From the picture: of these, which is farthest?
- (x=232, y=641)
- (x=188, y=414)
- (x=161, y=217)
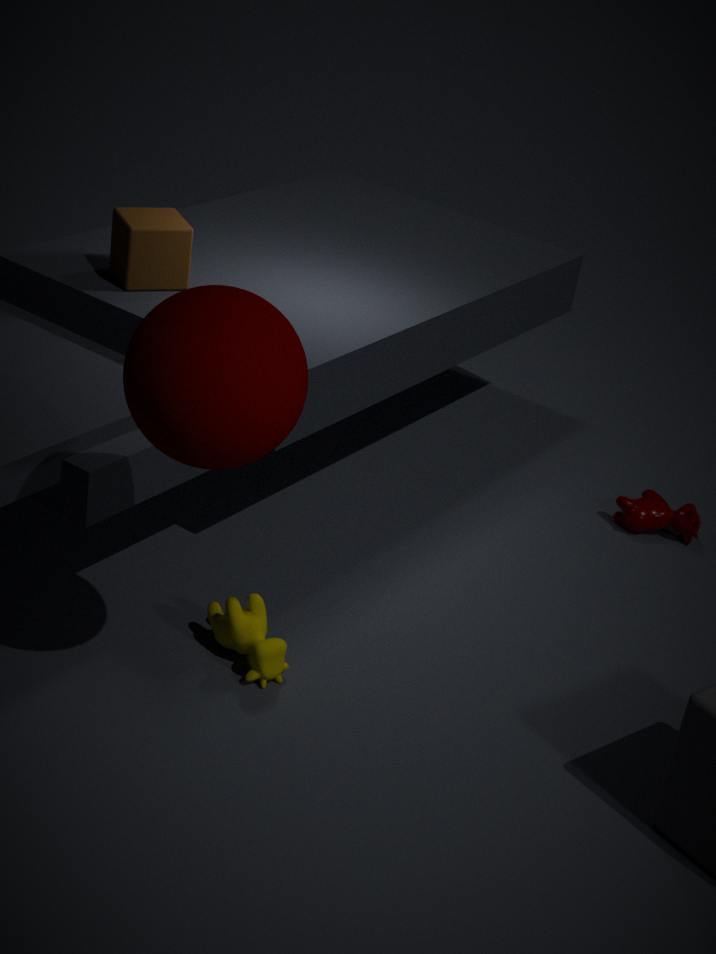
(x=161, y=217)
